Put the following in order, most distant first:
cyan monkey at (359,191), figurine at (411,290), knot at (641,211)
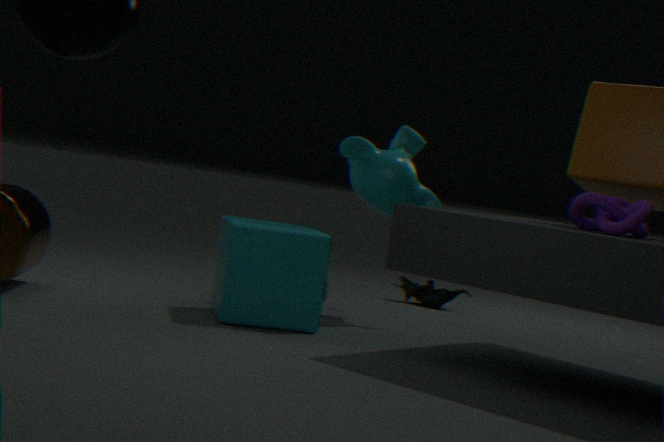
figurine at (411,290) < cyan monkey at (359,191) < knot at (641,211)
